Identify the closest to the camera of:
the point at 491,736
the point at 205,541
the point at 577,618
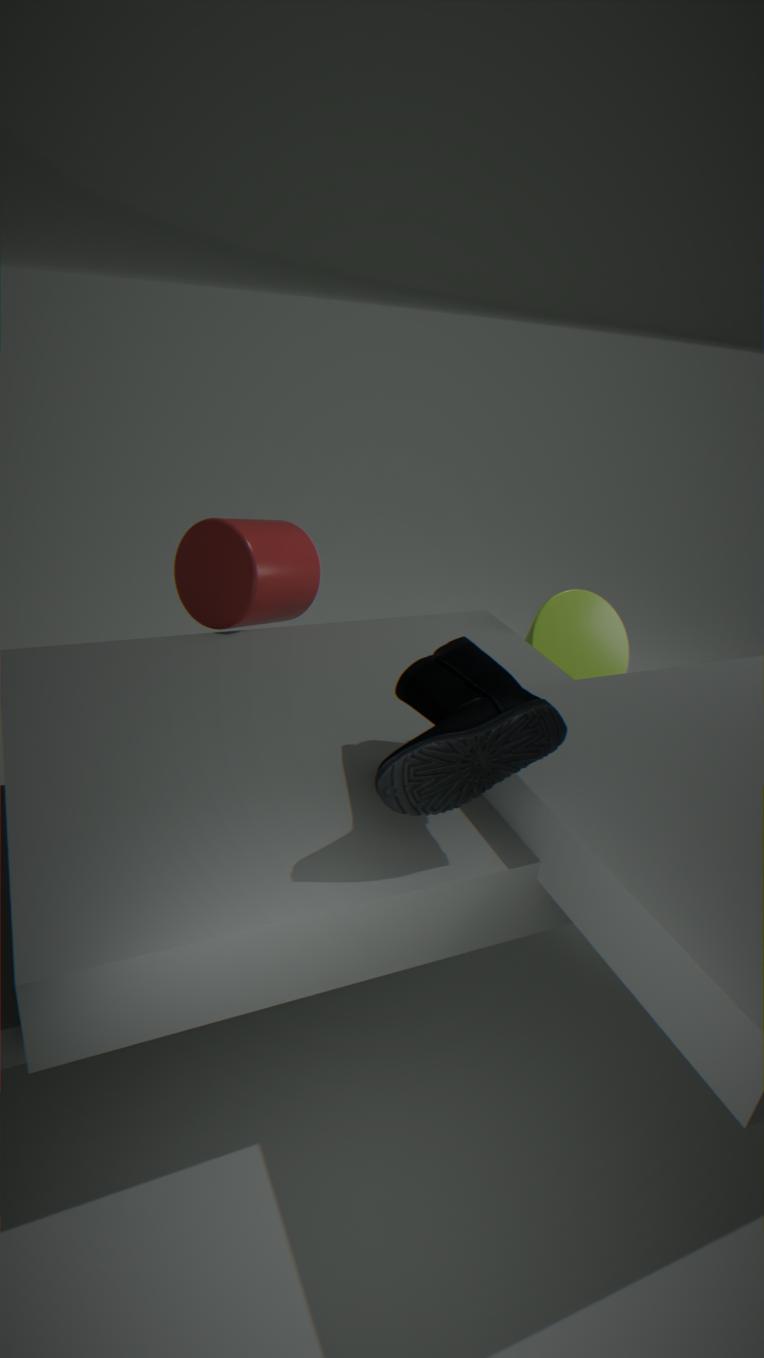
the point at 491,736
